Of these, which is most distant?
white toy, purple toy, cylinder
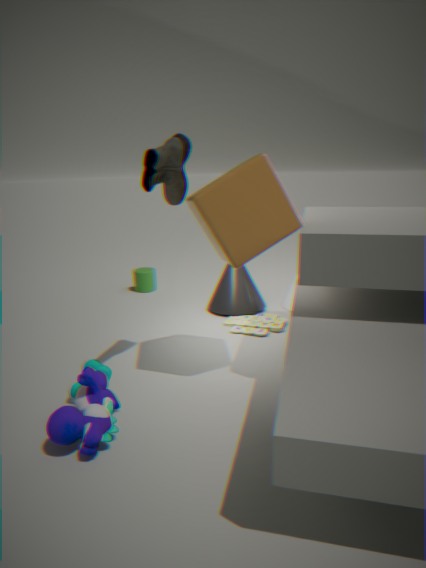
cylinder
